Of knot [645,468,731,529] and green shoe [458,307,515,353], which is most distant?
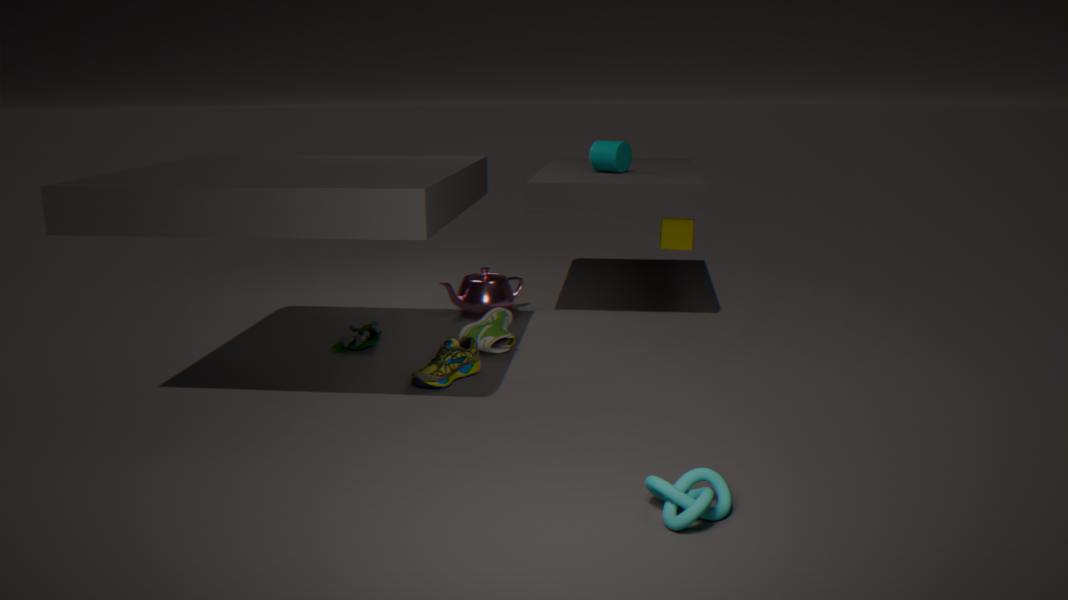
green shoe [458,307,515,353]
